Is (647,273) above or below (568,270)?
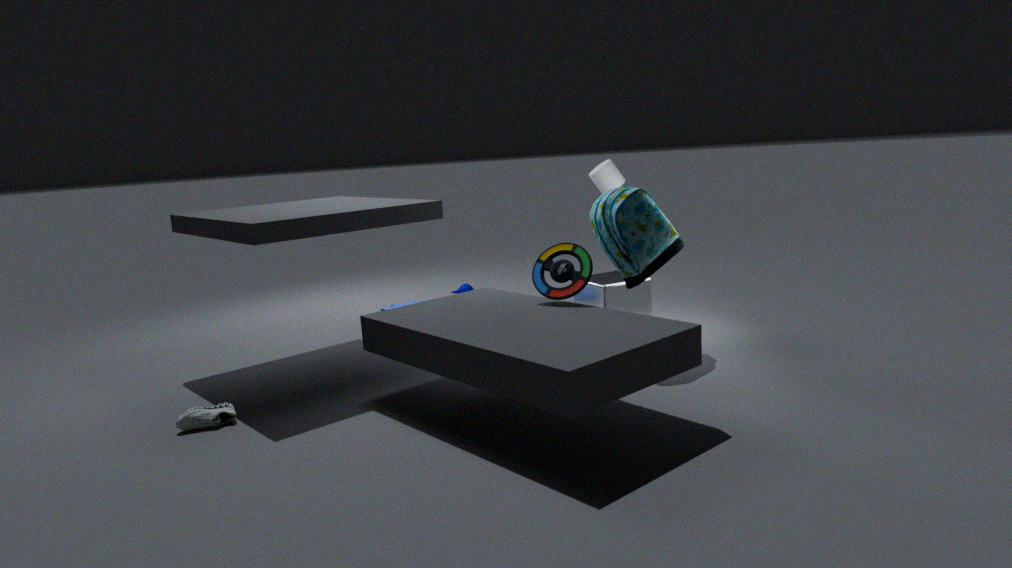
above
